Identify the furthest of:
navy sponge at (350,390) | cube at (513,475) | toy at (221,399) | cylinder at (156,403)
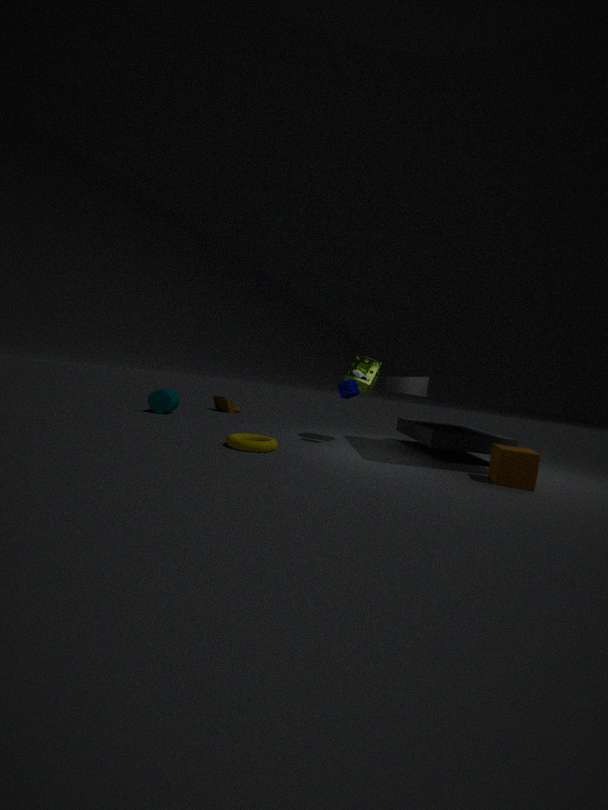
toy at (221,399)
